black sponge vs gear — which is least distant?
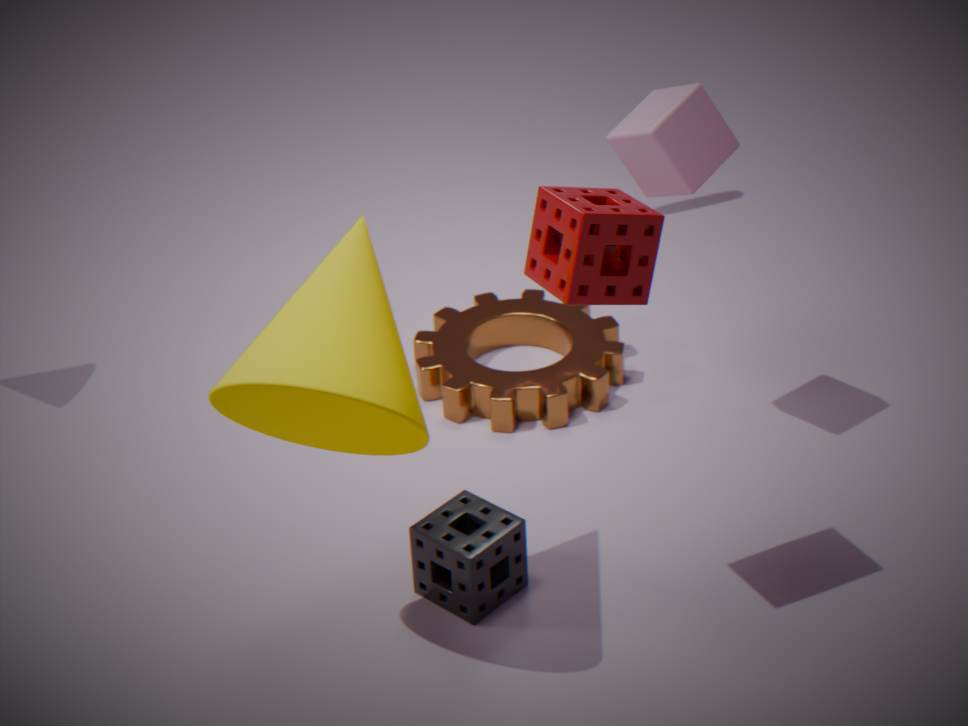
black sponge
